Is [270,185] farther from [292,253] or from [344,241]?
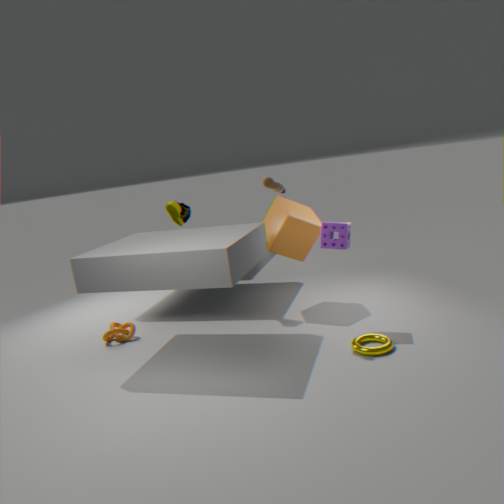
[292,253]
